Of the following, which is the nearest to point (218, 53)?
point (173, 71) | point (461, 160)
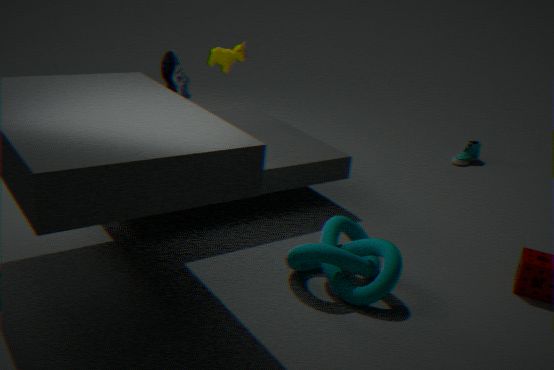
point (173, 71)
